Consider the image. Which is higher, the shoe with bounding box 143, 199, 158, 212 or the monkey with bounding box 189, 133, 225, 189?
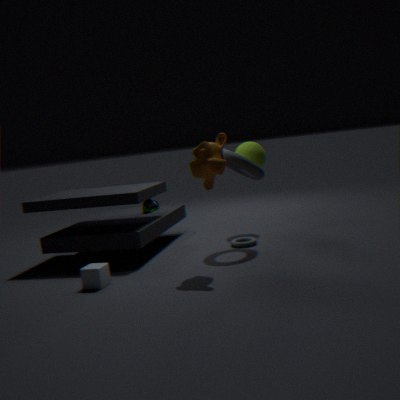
the monkey with bounding box 189, 133, 225, 189
